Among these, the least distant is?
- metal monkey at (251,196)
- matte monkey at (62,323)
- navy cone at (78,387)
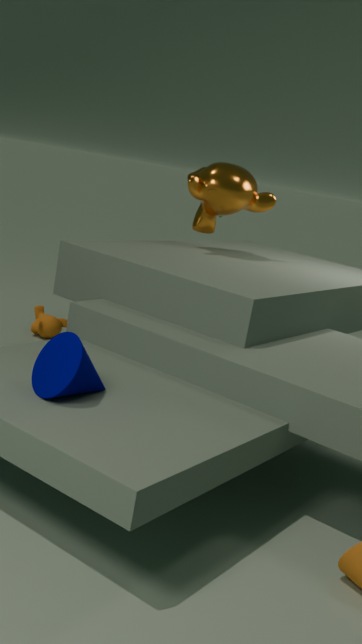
navy cone at (78,387)
